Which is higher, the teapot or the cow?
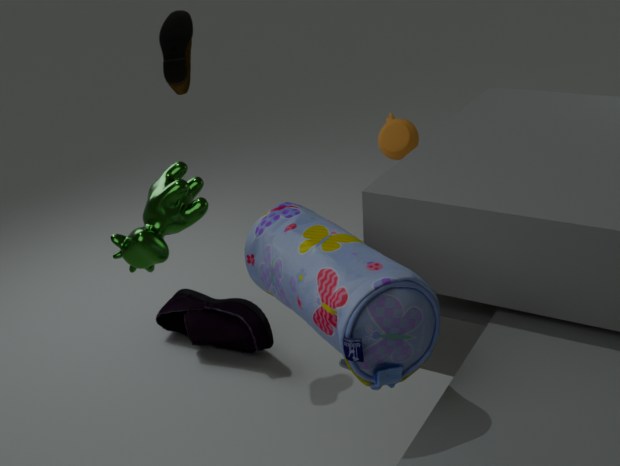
the cow
